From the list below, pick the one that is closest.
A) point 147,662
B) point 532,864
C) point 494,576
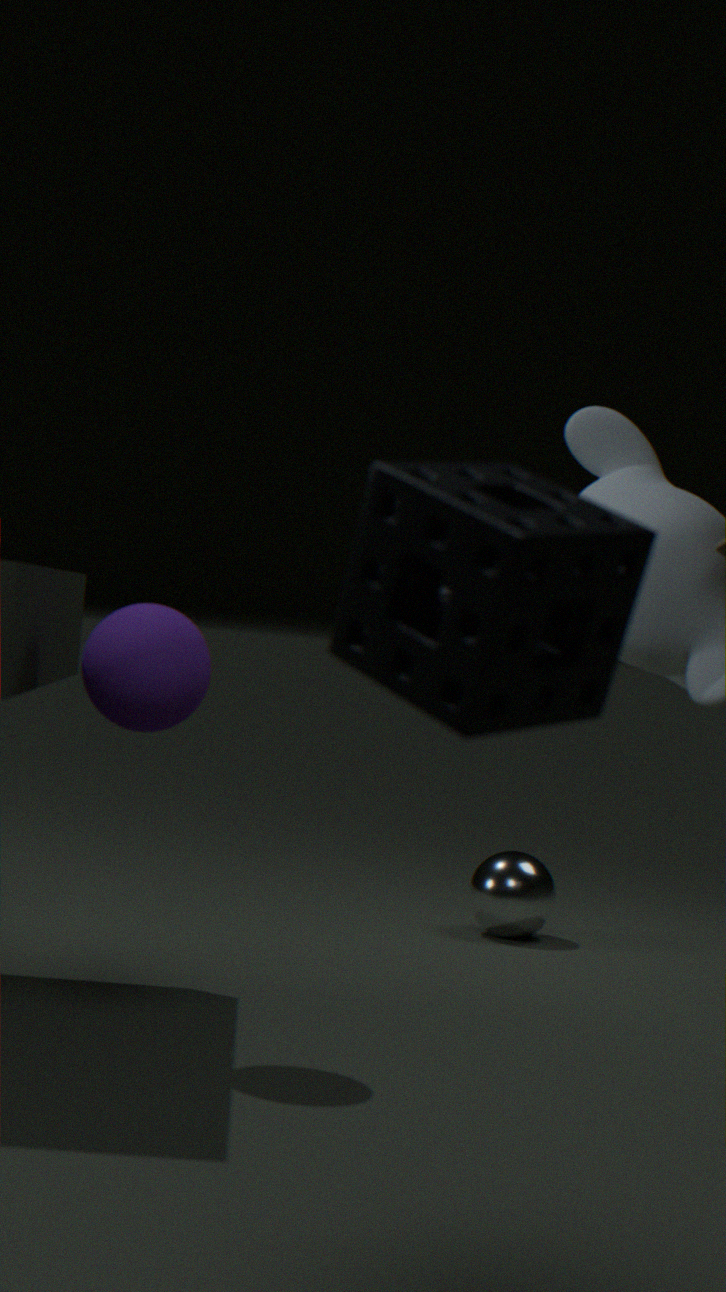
point 494,576
